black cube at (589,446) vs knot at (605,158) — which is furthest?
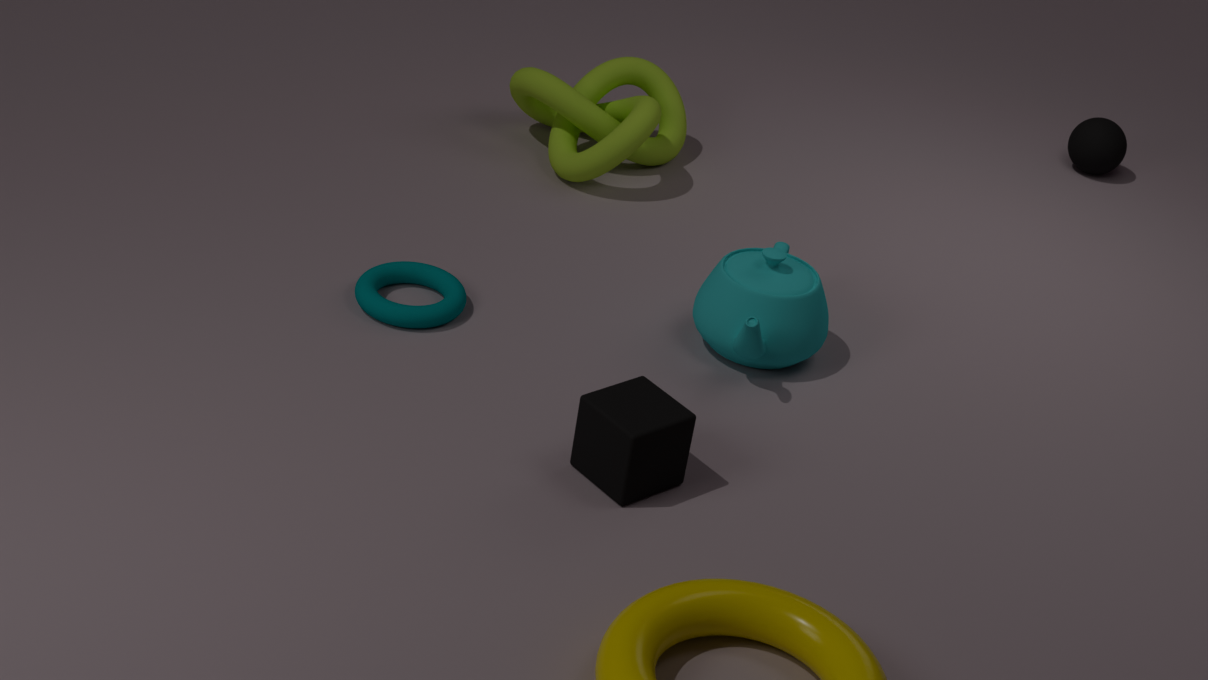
knot at (605,158)
